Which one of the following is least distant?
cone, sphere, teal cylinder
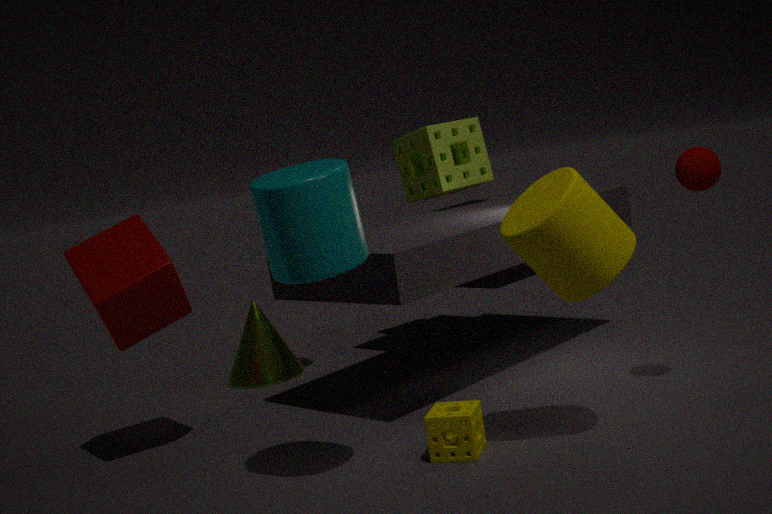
teal cylinder
